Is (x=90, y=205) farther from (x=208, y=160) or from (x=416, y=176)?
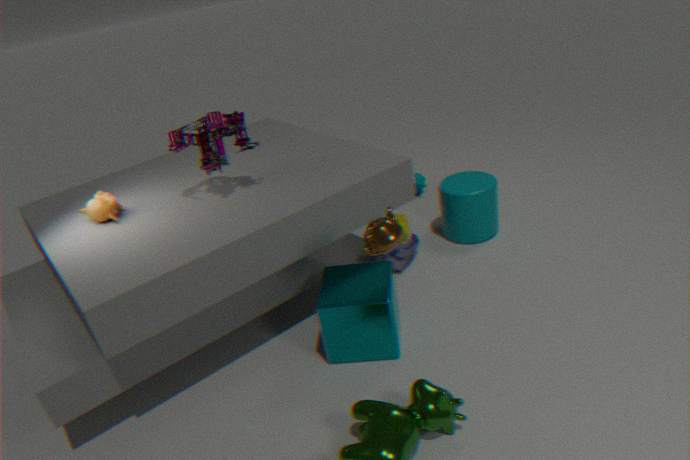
(x=416, y=176)
